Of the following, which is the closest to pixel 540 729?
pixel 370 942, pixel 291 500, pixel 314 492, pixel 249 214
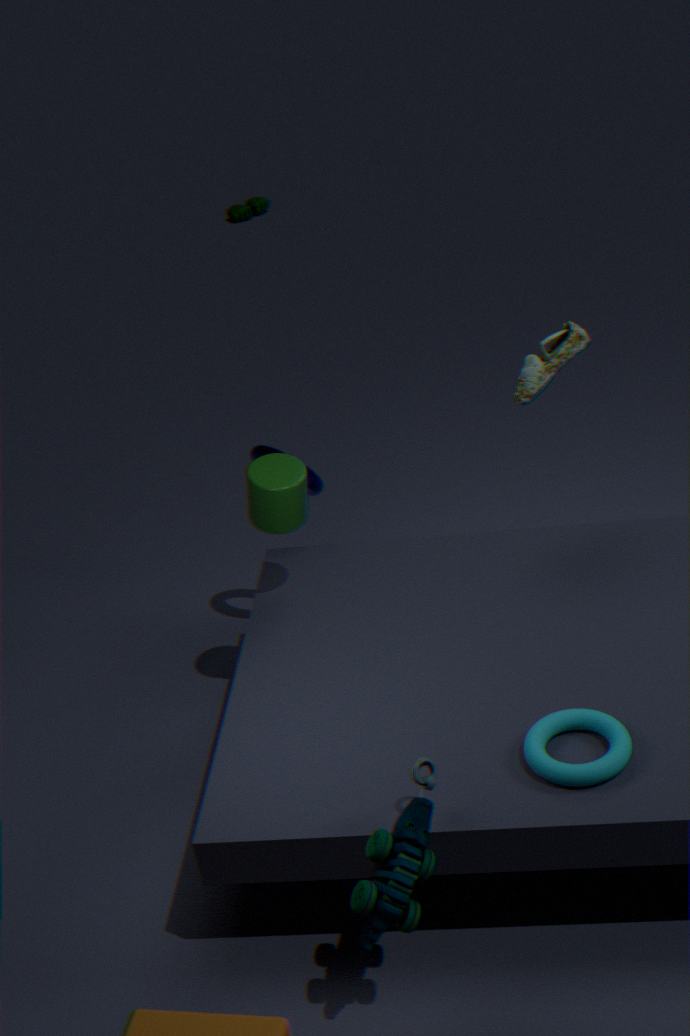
pixel 370 942
